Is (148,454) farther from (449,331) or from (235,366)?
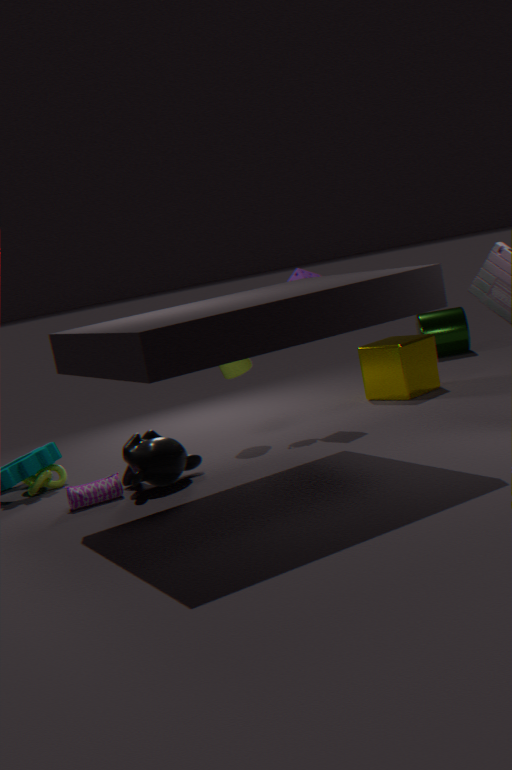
(449,331)
